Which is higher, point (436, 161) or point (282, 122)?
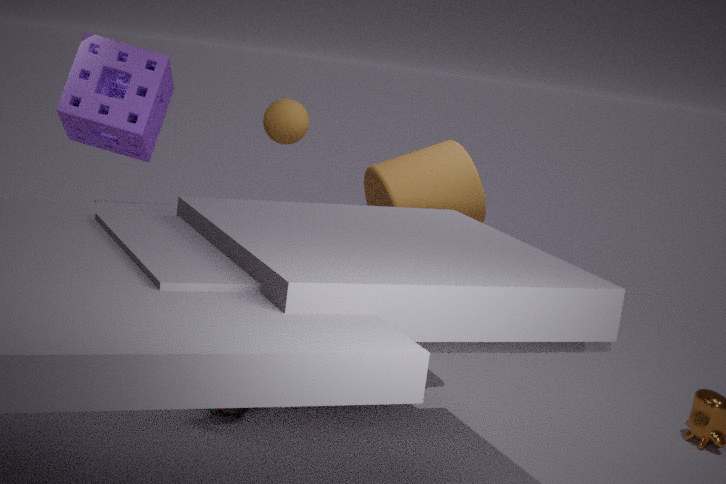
point (282, 122)
